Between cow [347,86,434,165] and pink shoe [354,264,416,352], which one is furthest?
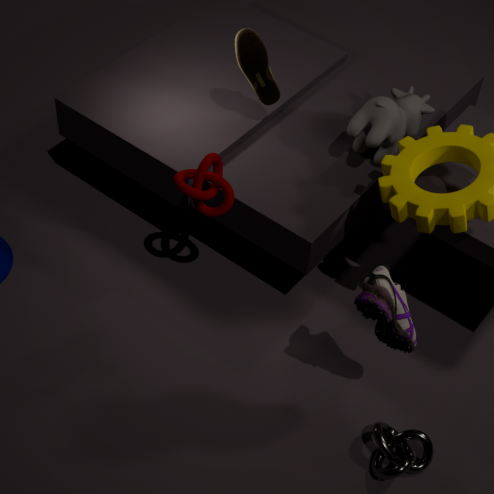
cow [347,86,434,165]
